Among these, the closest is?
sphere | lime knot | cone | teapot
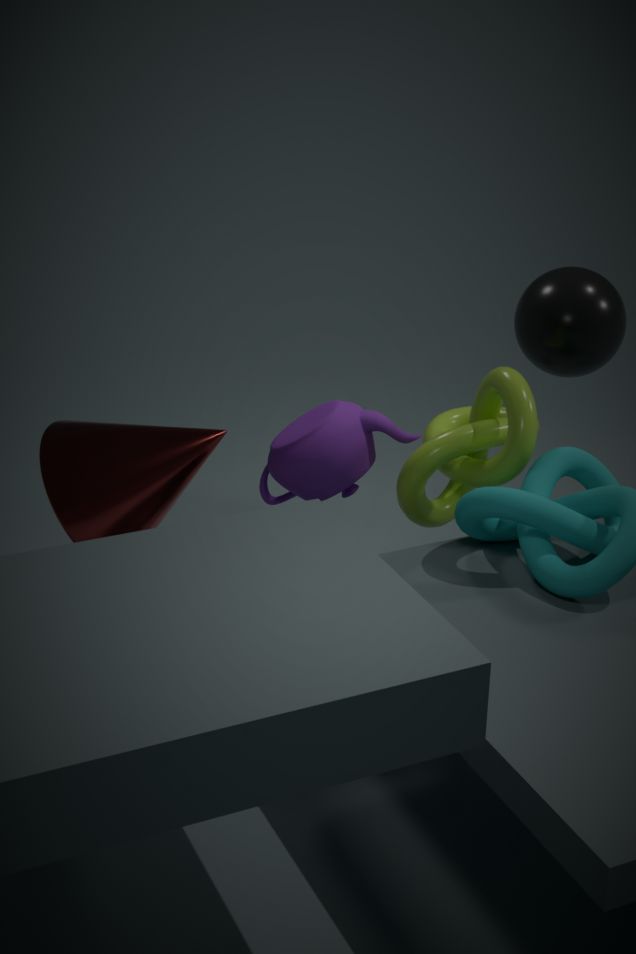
cone
